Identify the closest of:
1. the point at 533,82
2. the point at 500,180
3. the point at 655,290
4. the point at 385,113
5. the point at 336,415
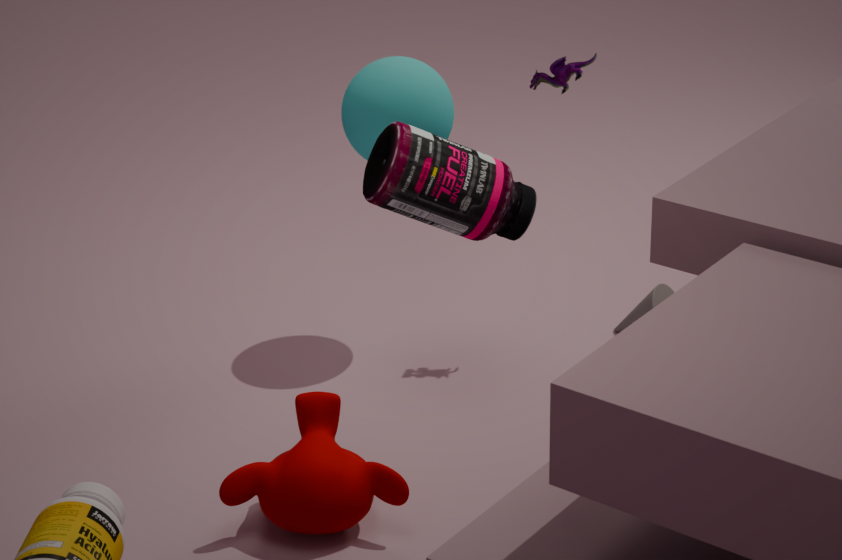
the point at 500,180
